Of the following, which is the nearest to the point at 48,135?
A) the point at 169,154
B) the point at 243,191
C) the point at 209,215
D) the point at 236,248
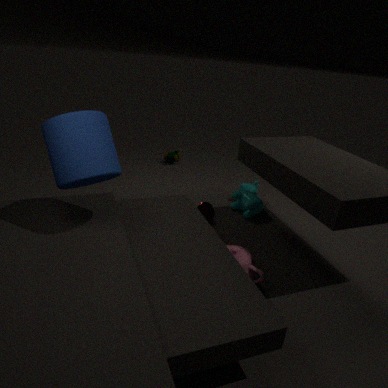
the point at 236,248
